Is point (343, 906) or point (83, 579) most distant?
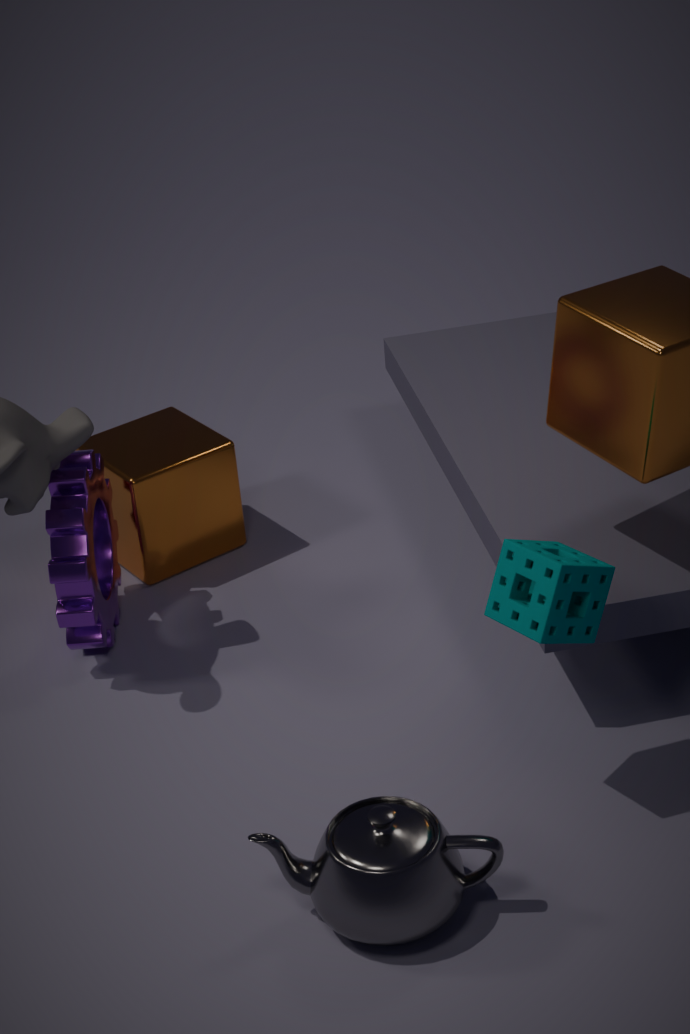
point (83, 579)
